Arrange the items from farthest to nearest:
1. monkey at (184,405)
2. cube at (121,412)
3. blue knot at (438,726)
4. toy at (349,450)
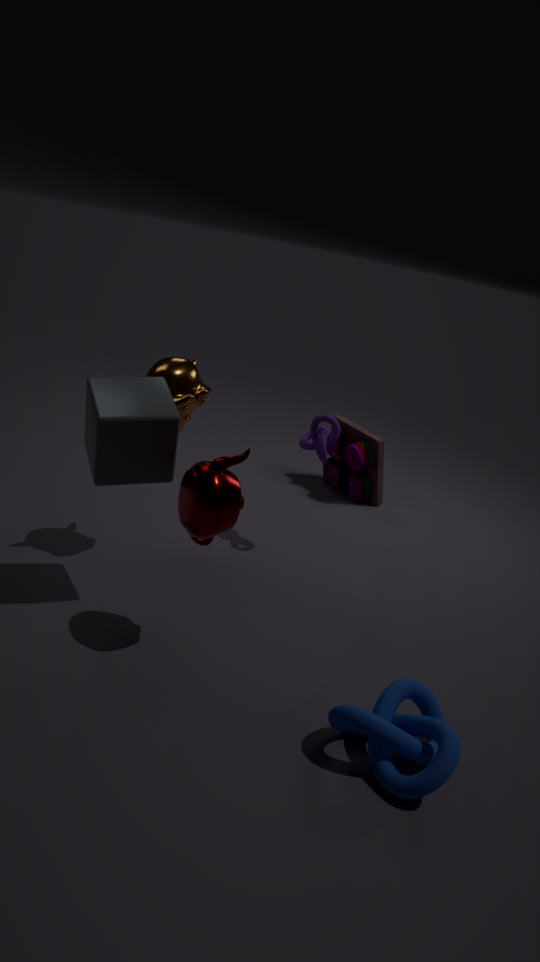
1. toy at (349,450)
2. monkey at (184,405)
3. cube at (121,412)
4. blue knot at (438,726)
